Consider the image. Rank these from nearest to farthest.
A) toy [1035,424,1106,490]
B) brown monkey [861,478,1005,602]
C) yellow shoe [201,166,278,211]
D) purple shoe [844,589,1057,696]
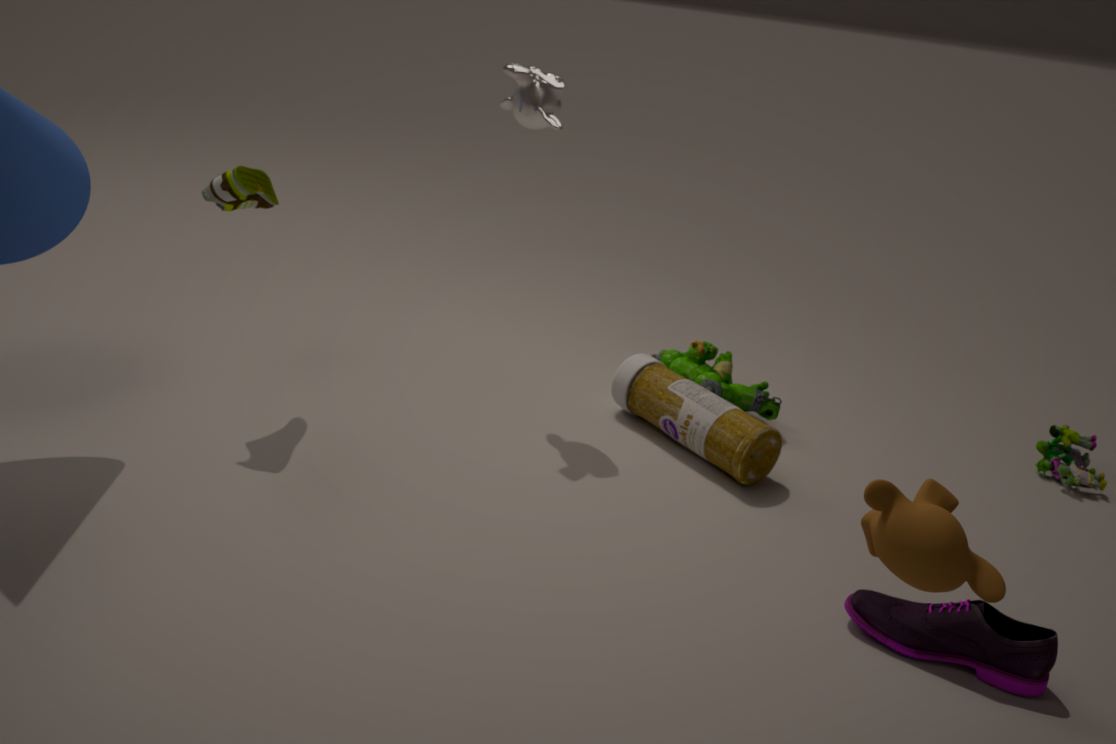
brown monkey [861,478,1005,602], purple shoe [844,589,1057,696], yellow shoe [201,166,278,211], toy [1035,424,1106,490]
